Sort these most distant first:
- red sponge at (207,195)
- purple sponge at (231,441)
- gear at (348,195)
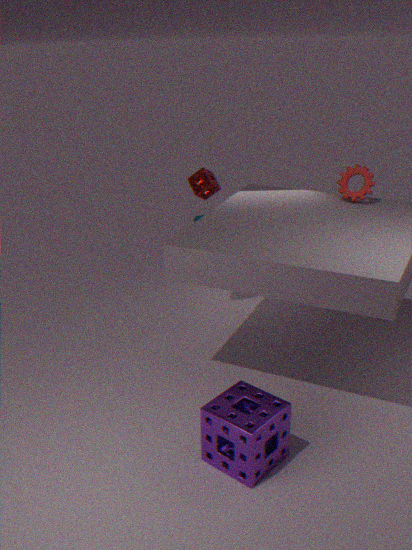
red sponge at (207,195)
gear at (348,195)
purple sponge at (231,441)
